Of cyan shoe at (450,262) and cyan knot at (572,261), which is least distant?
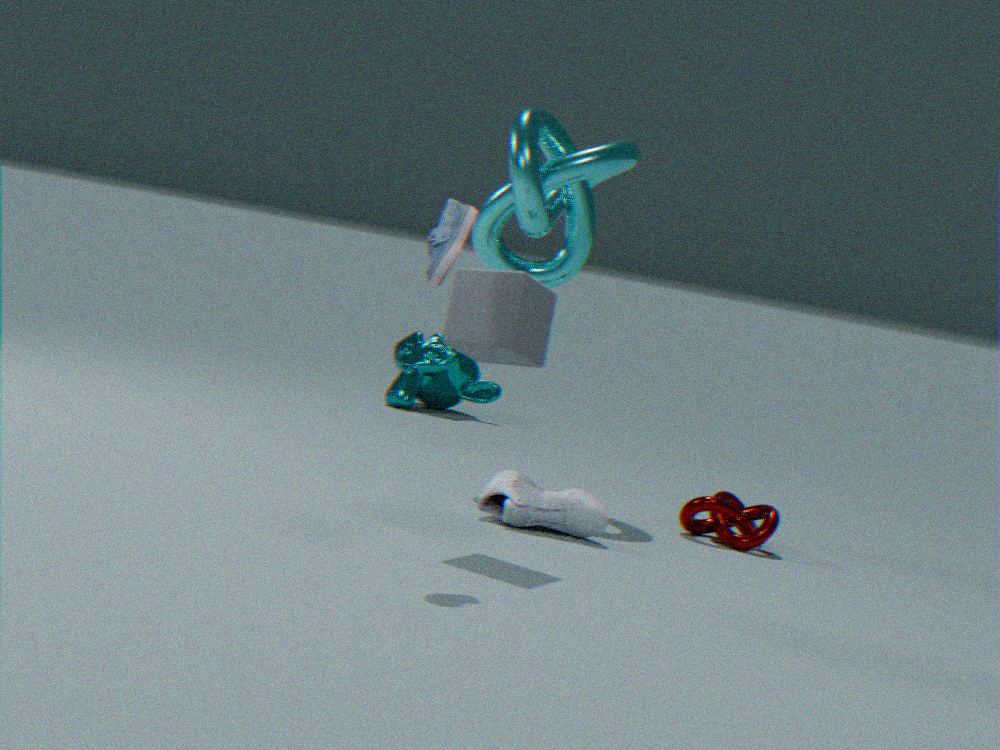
cyan shoe at (450,262)
